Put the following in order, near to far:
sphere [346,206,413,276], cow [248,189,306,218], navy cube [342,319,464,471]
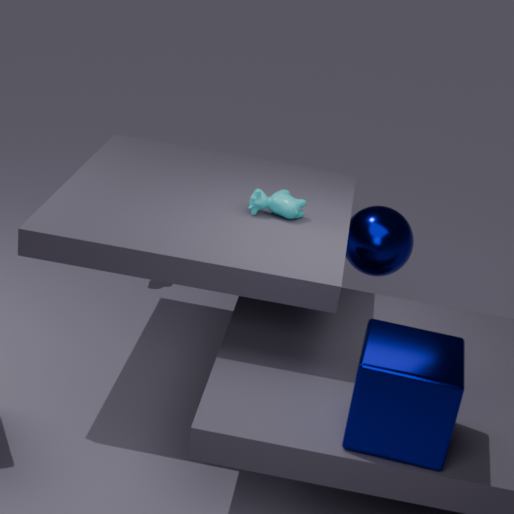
navy cube [342,319,464,471] → cow [248,189,306,218] → sphere [346,206,413,276]
